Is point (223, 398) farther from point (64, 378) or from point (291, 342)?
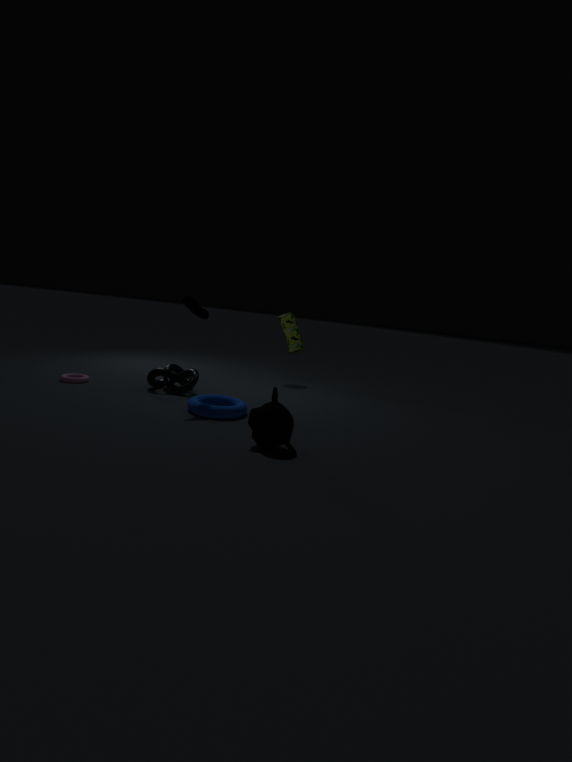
point (291, 342)
